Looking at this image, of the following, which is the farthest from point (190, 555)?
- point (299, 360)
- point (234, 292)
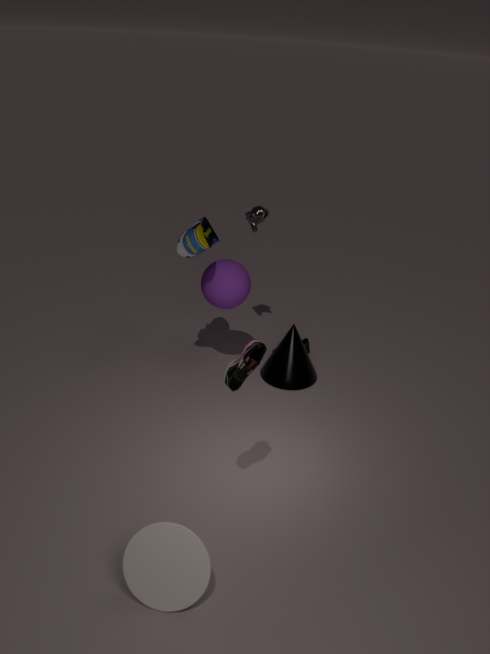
point (234, 292)
